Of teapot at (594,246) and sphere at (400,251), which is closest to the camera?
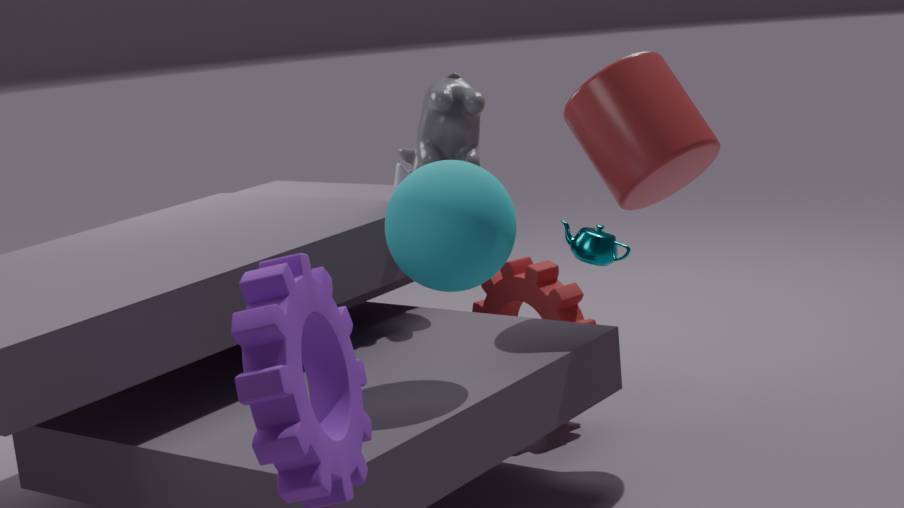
sphere at (400,251)
